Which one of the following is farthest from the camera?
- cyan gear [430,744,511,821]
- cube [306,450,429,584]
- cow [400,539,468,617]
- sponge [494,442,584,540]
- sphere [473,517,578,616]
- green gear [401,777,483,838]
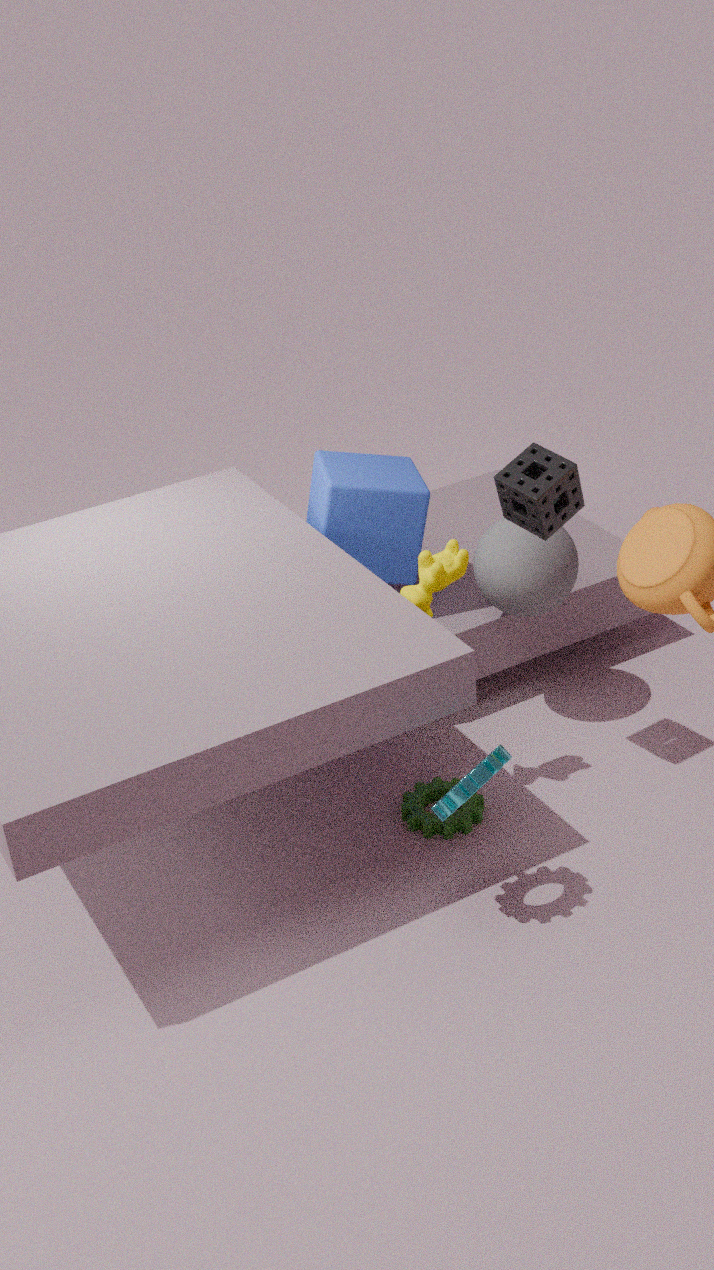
cube [306,450,429,584]
